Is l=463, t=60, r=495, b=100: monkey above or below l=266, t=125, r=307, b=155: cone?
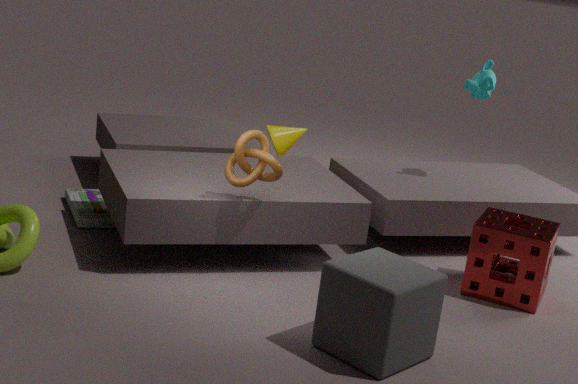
above
